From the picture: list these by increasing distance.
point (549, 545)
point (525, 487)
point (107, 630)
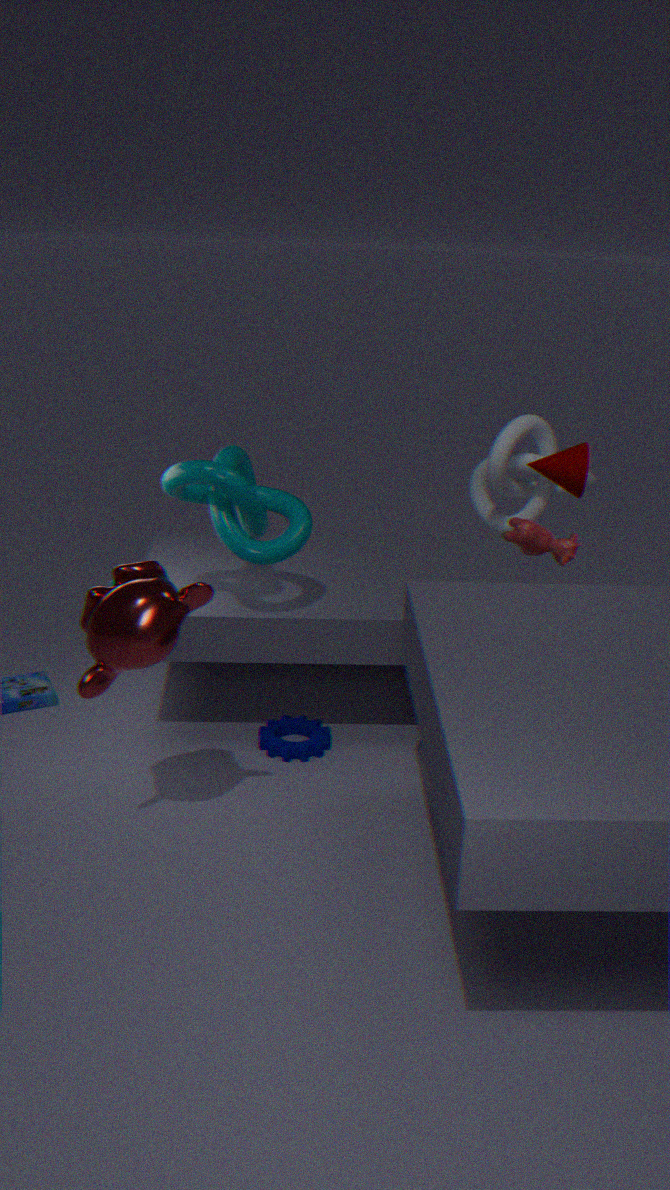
1. point (107, 630)
2. point (549, 545)
3. point (525, 487)
